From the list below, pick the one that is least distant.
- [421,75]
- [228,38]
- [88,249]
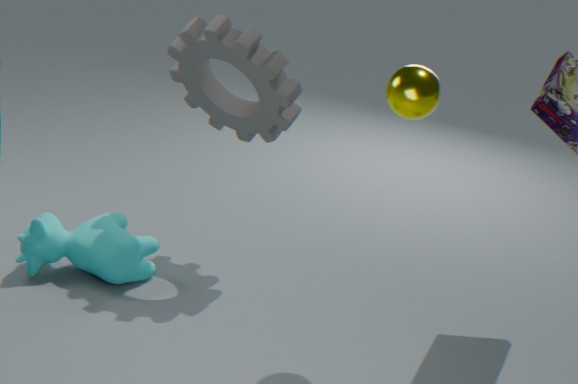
[421,75]
